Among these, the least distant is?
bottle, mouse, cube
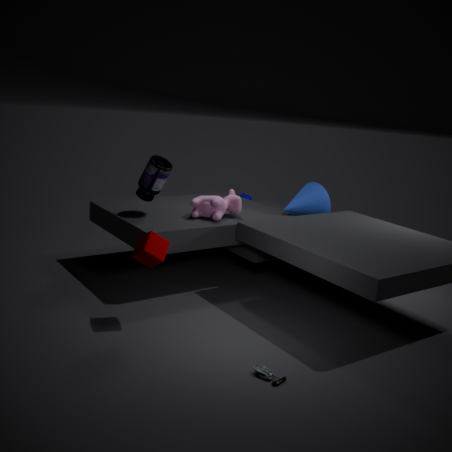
mouse
